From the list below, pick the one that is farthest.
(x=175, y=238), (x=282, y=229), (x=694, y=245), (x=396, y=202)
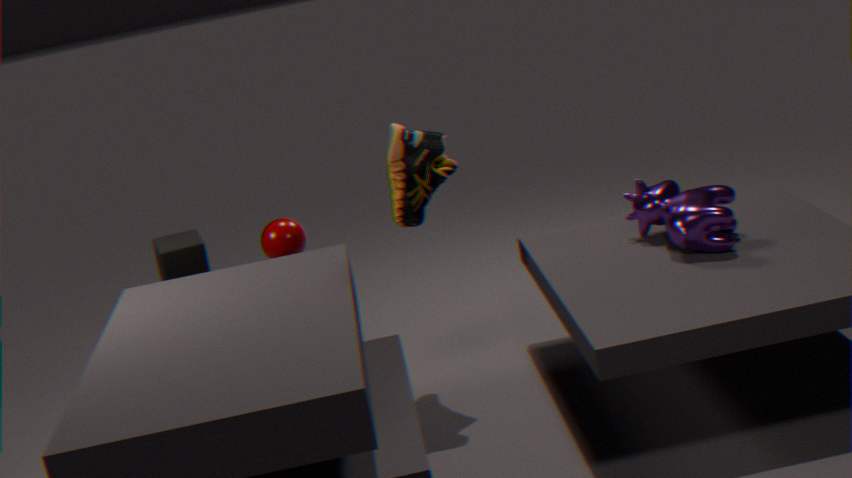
(x=175, y=238)
